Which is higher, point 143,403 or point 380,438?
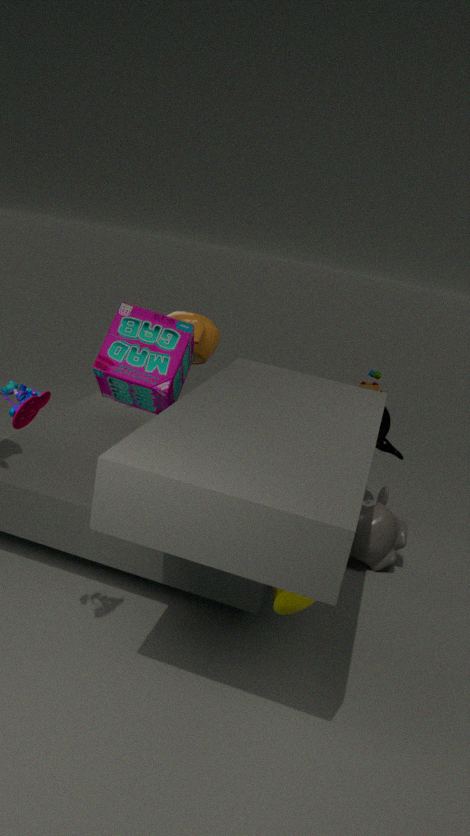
point 143,403
